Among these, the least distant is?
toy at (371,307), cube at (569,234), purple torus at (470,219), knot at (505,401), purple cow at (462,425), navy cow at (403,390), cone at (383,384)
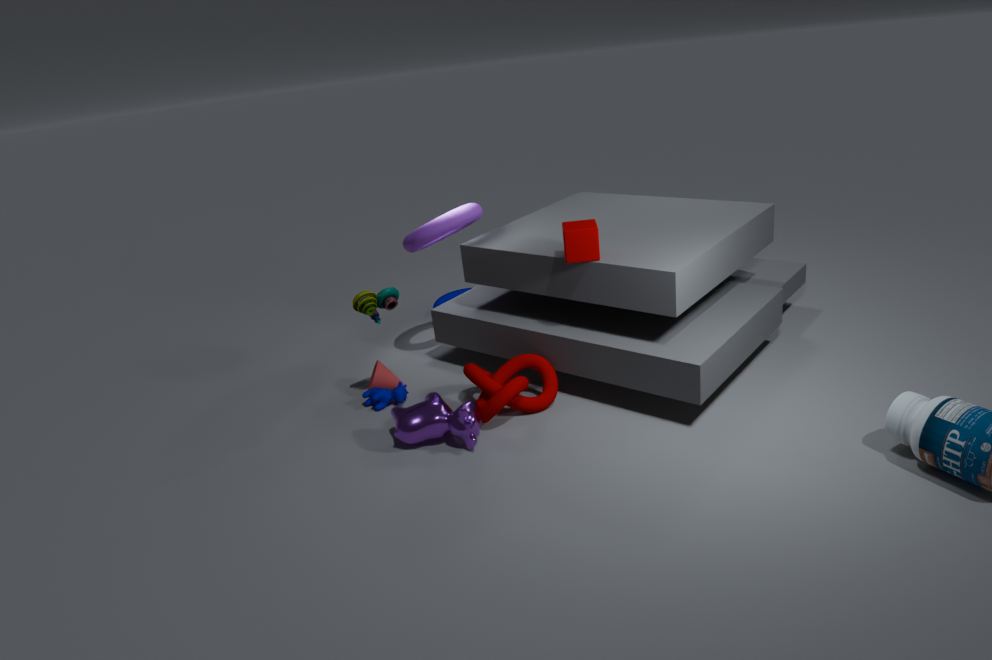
purple cow at (462,425)
